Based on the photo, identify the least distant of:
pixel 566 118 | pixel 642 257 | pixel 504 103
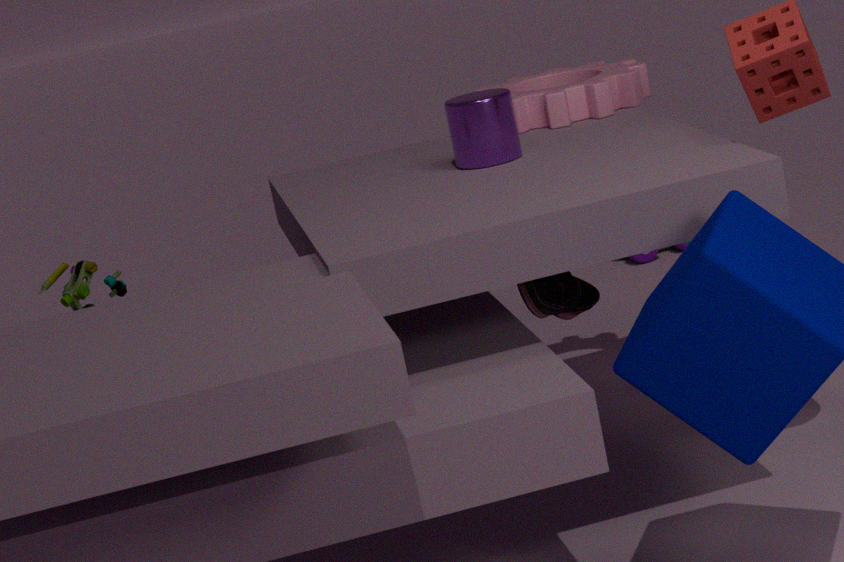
pixel 504 103
